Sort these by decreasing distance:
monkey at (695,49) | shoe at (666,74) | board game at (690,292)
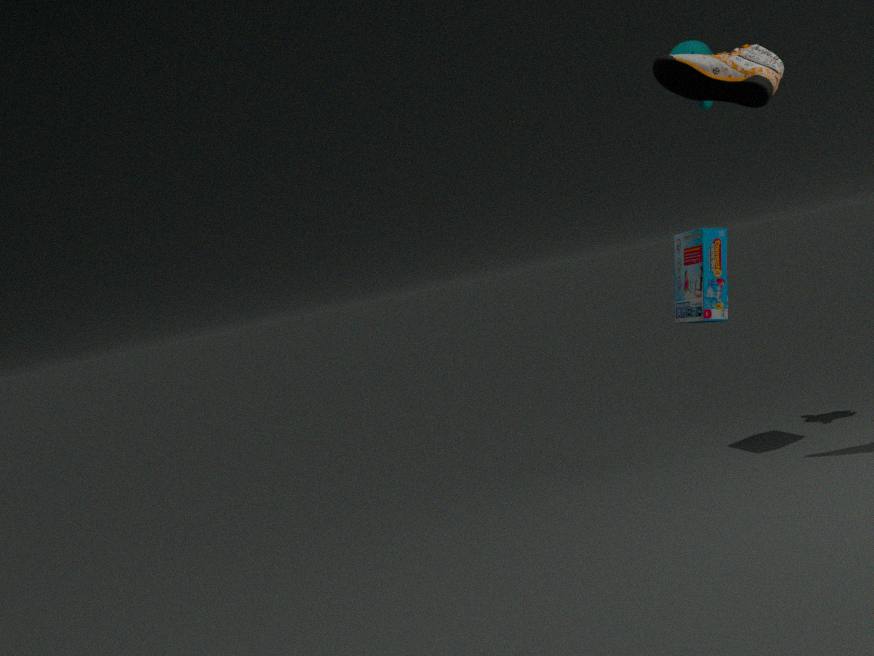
monkey at (695,49)
board game at (690,292)
shoe at (666,74)
